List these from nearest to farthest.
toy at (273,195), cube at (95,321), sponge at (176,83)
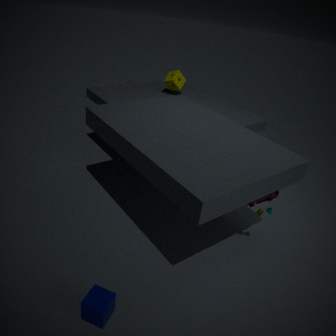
cube at (95,321) → toy at (273,195) → sponge at (176,83)
